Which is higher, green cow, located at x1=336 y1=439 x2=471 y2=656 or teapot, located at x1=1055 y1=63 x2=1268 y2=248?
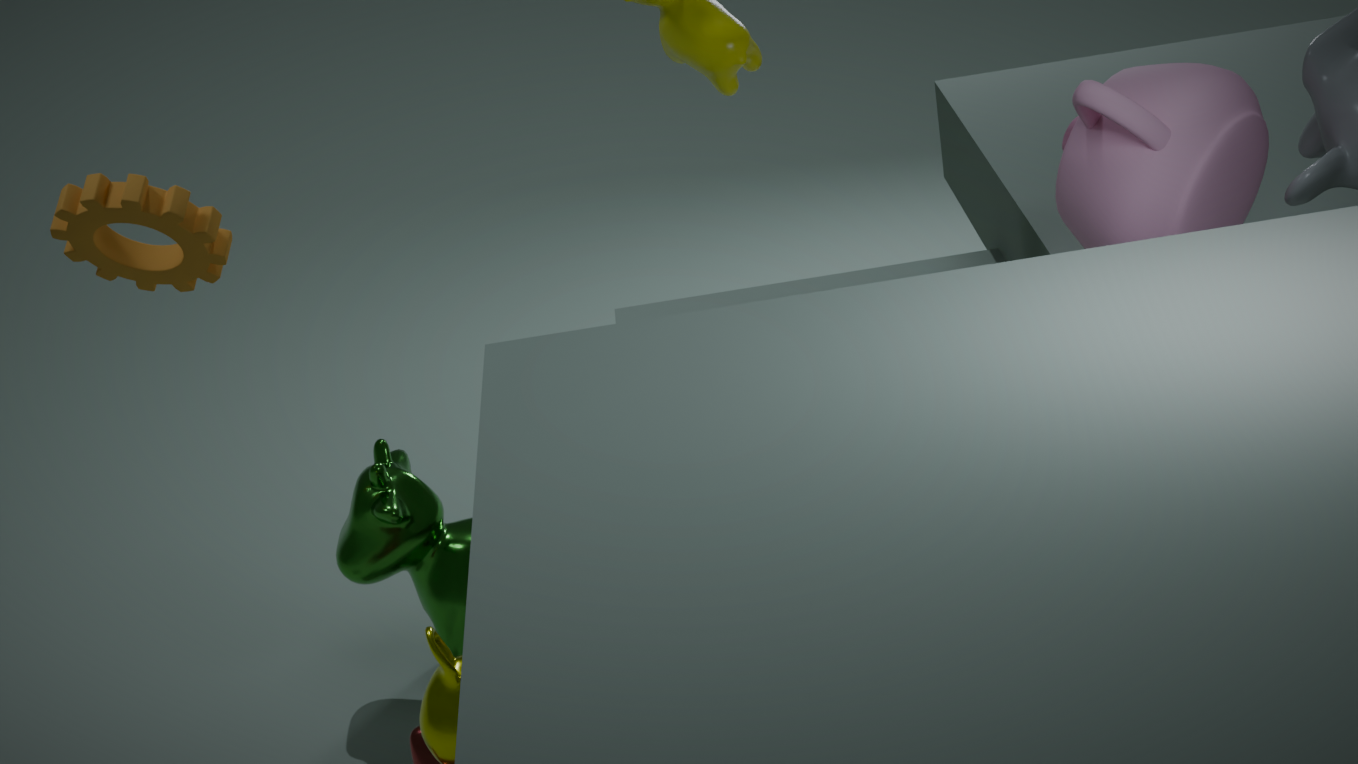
teapot, located at x1=1055 y1=63 x2=1268 y2=248
